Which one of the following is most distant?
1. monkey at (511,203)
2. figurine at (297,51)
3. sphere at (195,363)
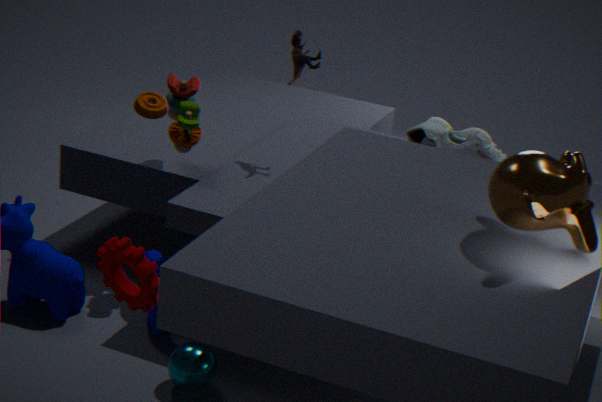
figurine at (297,51)
